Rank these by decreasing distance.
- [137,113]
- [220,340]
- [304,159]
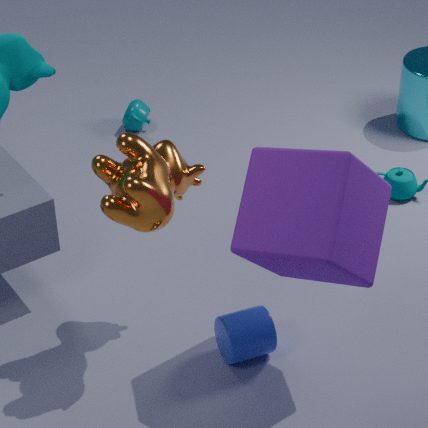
[137,113] → [220,340] → [304,159]
